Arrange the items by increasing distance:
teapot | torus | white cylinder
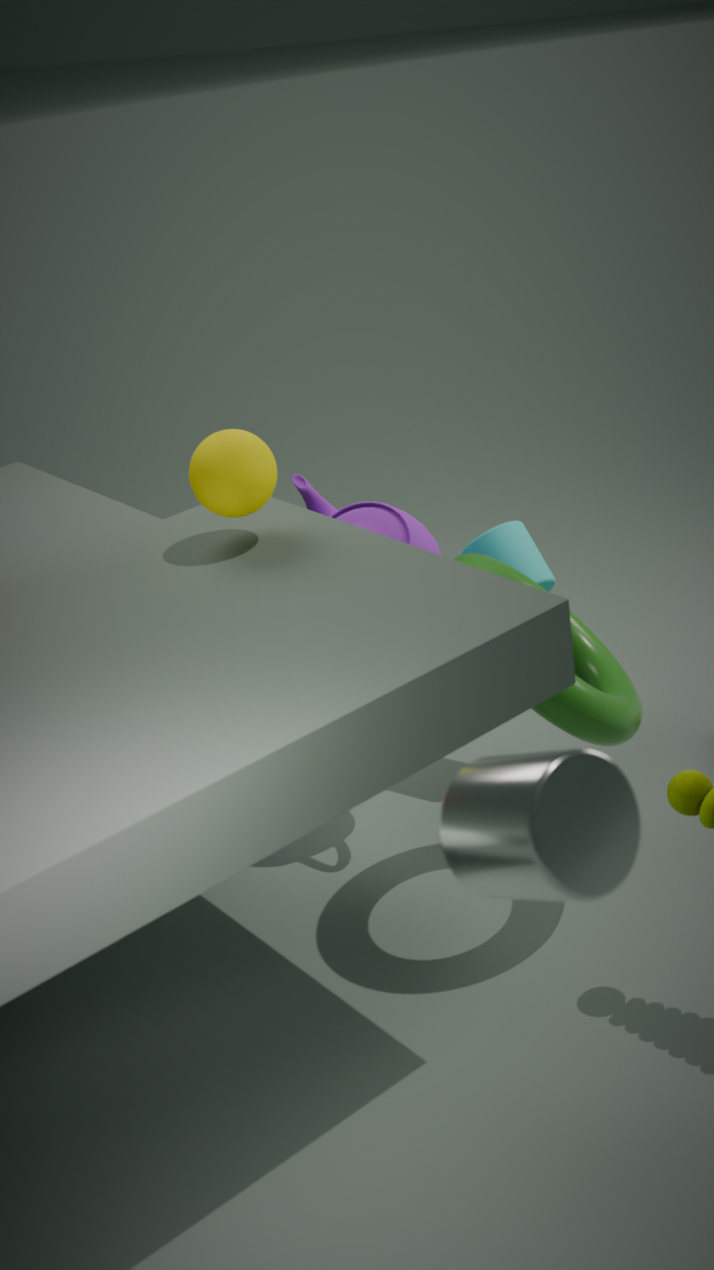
white cylinder, torus, teapot
